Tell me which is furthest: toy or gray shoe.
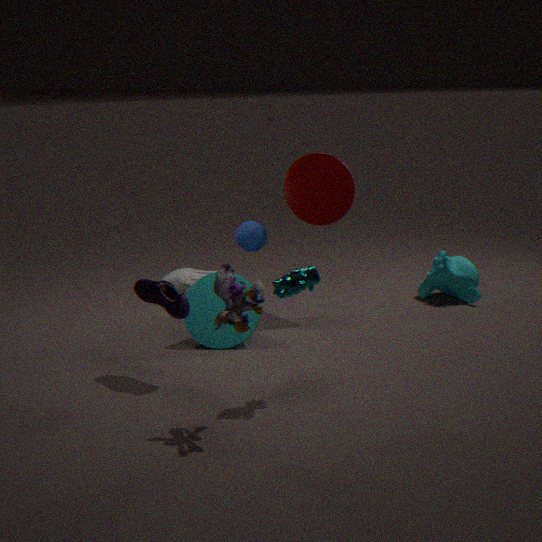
gray shoe
